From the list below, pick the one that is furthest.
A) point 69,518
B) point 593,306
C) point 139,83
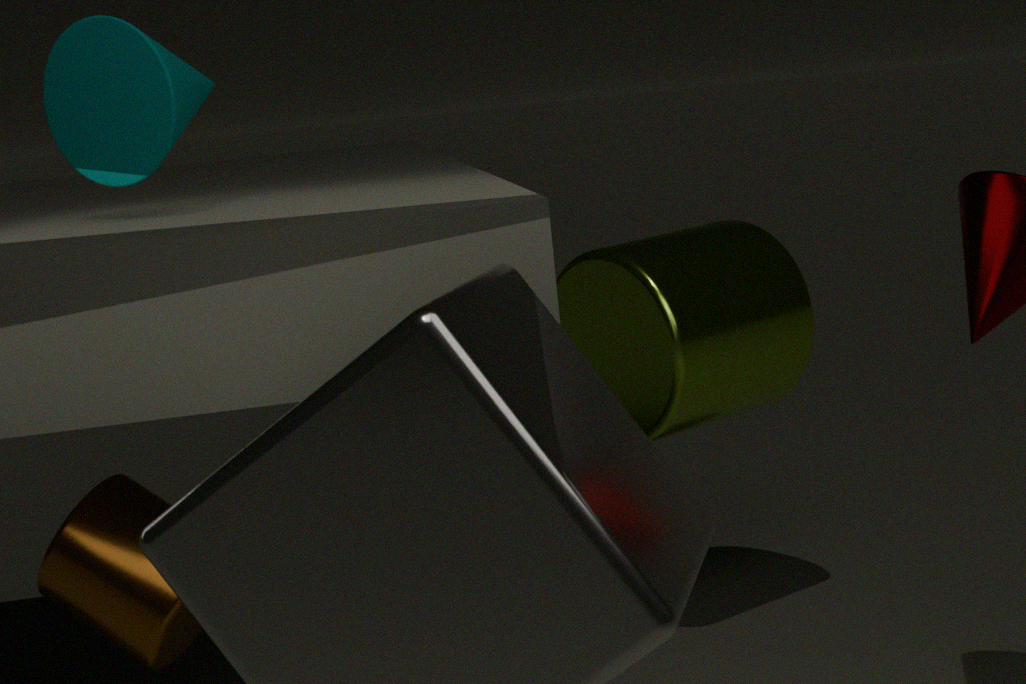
point 593,306
